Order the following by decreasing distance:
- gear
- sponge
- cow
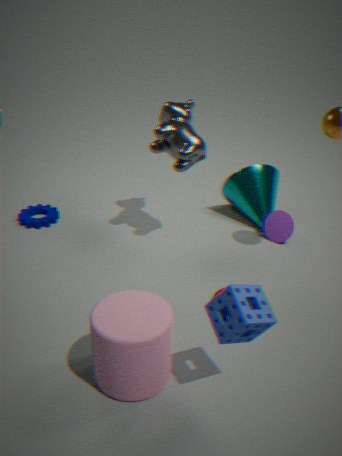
gear → cow → sponge
